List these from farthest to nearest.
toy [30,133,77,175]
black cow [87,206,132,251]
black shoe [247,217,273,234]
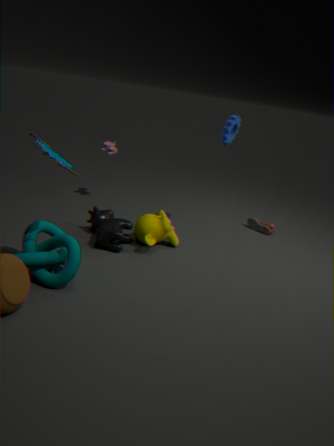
black shoe [247,217,273,234], black cow [87,206,132,251], toy [30,133,77,175]
